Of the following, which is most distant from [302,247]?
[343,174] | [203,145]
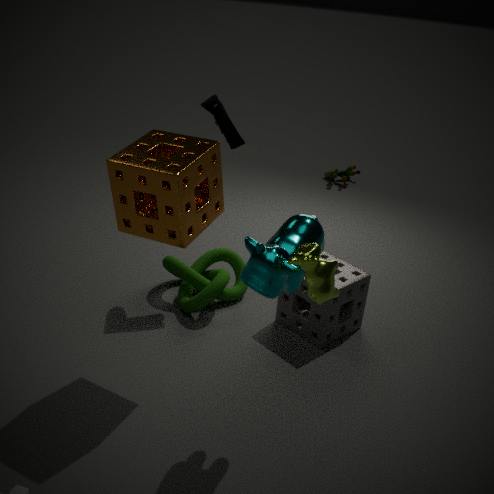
[343,174]
